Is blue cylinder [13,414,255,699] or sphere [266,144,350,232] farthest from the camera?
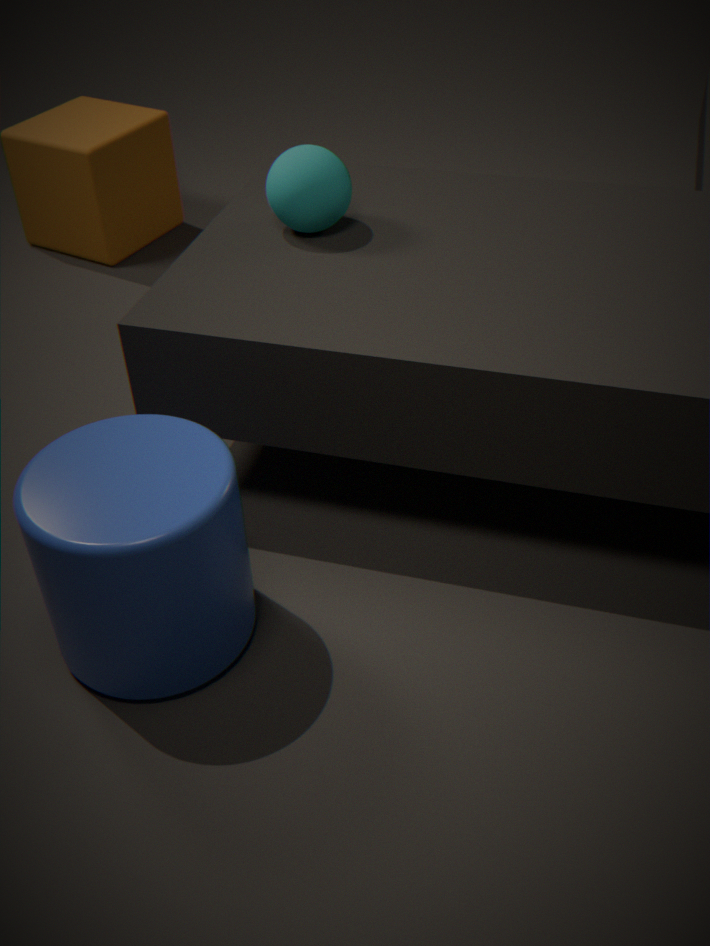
sphere [266,144,350,232]
